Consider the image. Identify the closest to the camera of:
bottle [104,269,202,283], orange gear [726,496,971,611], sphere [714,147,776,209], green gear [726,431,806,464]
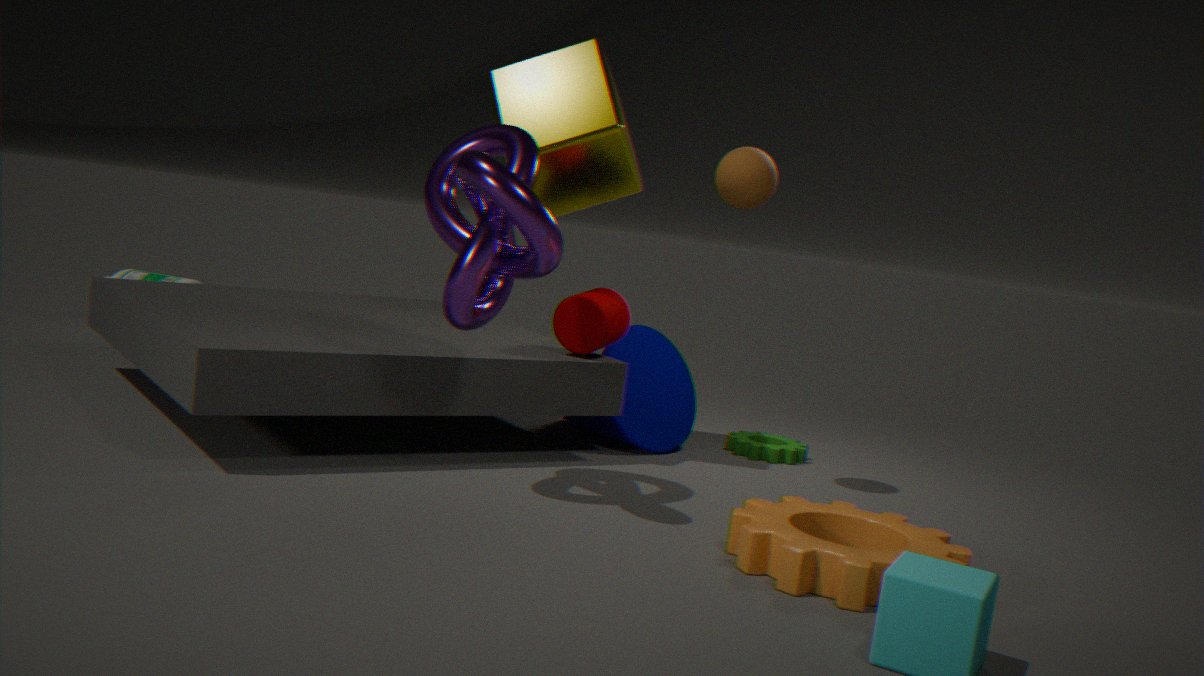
orange gear [726,496,971,611]
